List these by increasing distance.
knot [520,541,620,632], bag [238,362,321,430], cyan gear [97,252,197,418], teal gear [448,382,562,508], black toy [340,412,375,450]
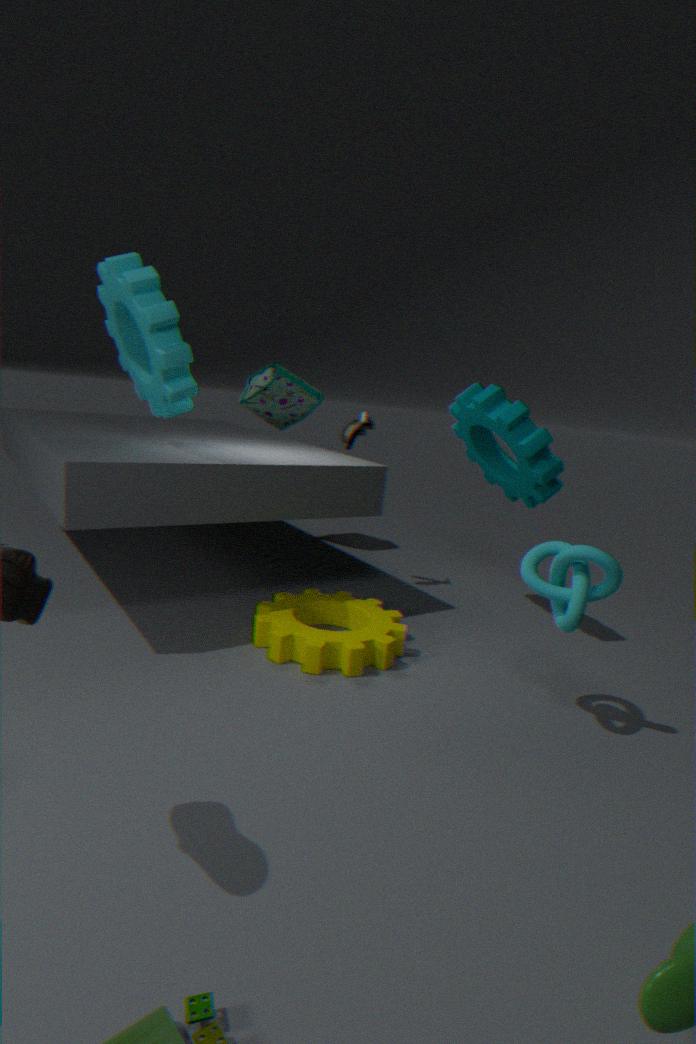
knot [520,541,620,632]
cyan gear [97,252,197,418]
teal gear [448,382,562,508]
black toy [340,412,375,450]
bag [238,362,321,430]
